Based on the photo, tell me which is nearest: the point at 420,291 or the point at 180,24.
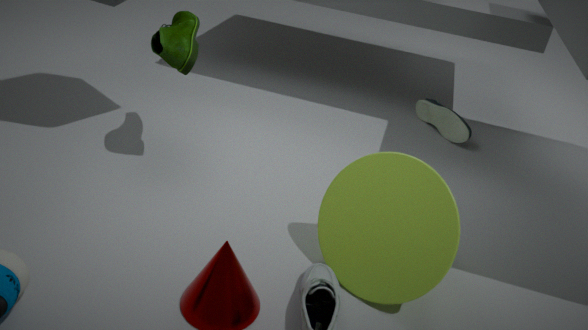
the point at 420,291
